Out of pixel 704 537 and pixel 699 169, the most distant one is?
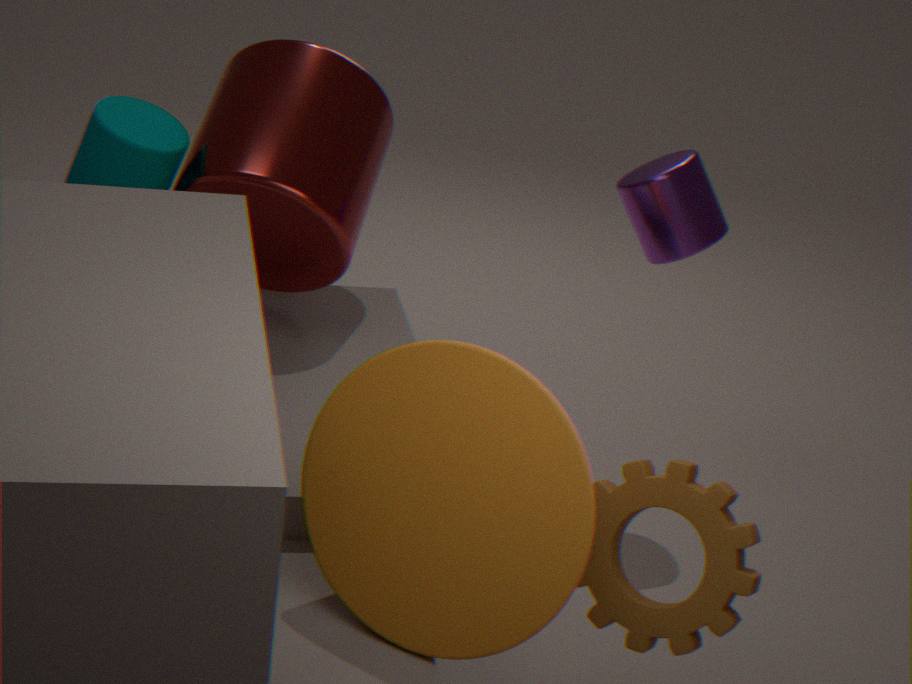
pixel 699 169
